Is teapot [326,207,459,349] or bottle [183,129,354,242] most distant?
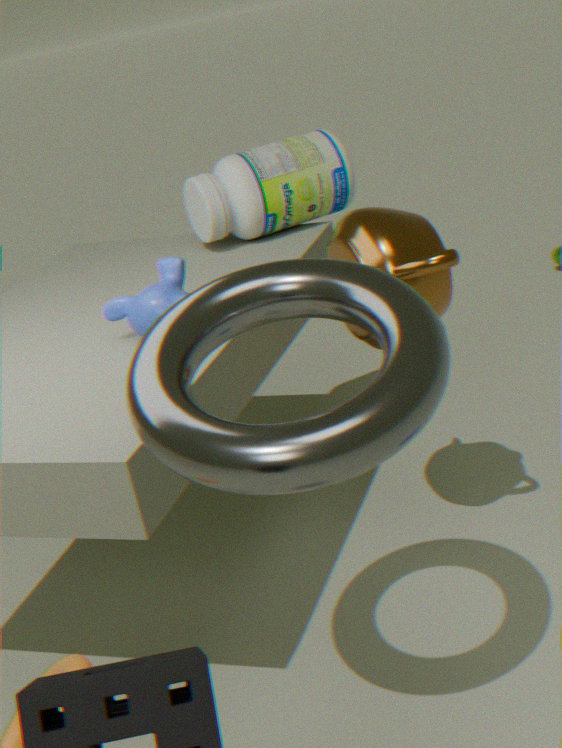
bottle [183,129,354,242]
